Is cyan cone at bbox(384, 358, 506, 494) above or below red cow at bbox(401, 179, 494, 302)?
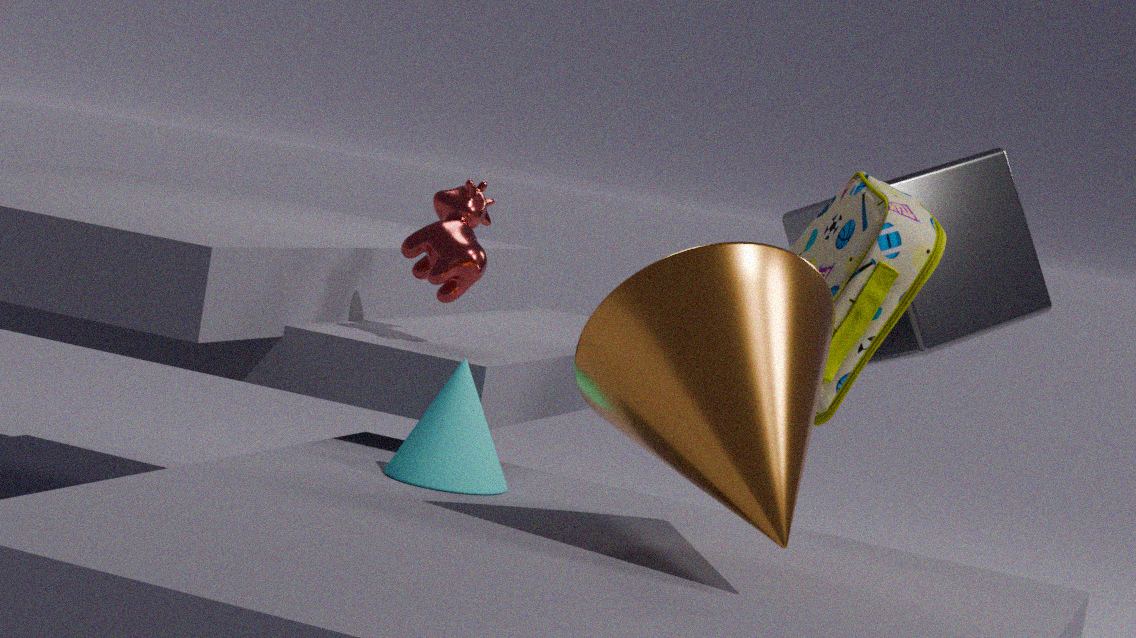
below
